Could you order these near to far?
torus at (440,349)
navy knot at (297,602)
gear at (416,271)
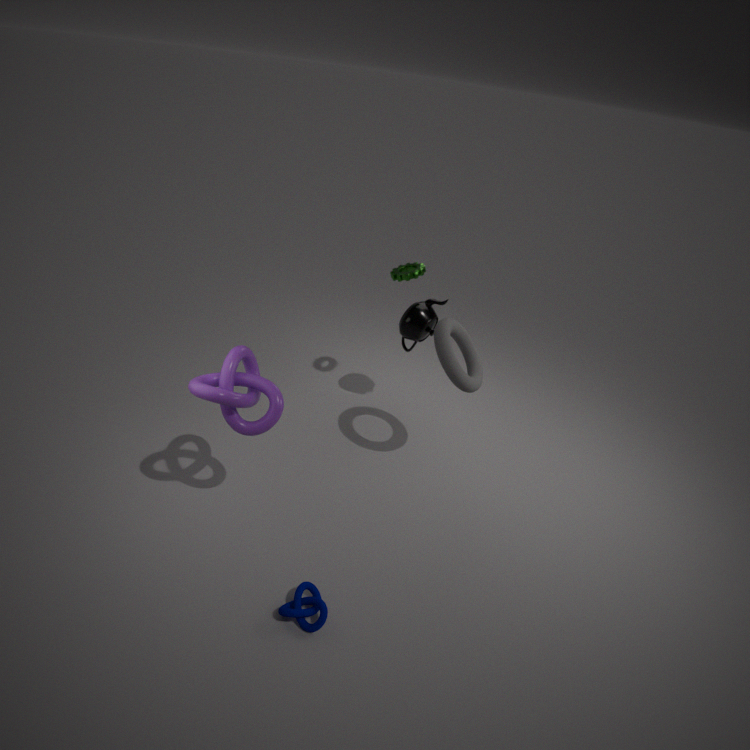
navy knot at (297,602) → torus at (440,349) → gear at (416,271)
